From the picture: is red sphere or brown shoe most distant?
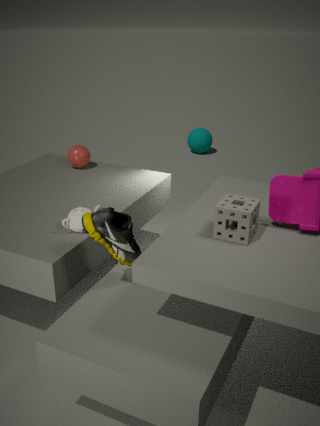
red sphere
